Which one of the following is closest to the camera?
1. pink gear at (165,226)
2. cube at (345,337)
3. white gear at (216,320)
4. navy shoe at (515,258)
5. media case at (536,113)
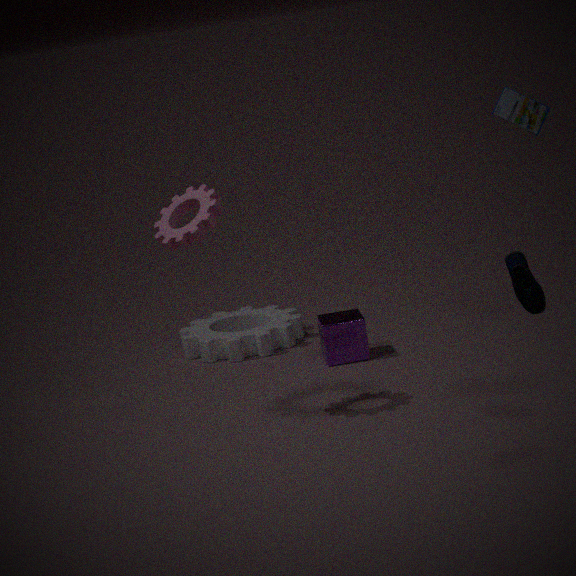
navy shoe at (515,258)
